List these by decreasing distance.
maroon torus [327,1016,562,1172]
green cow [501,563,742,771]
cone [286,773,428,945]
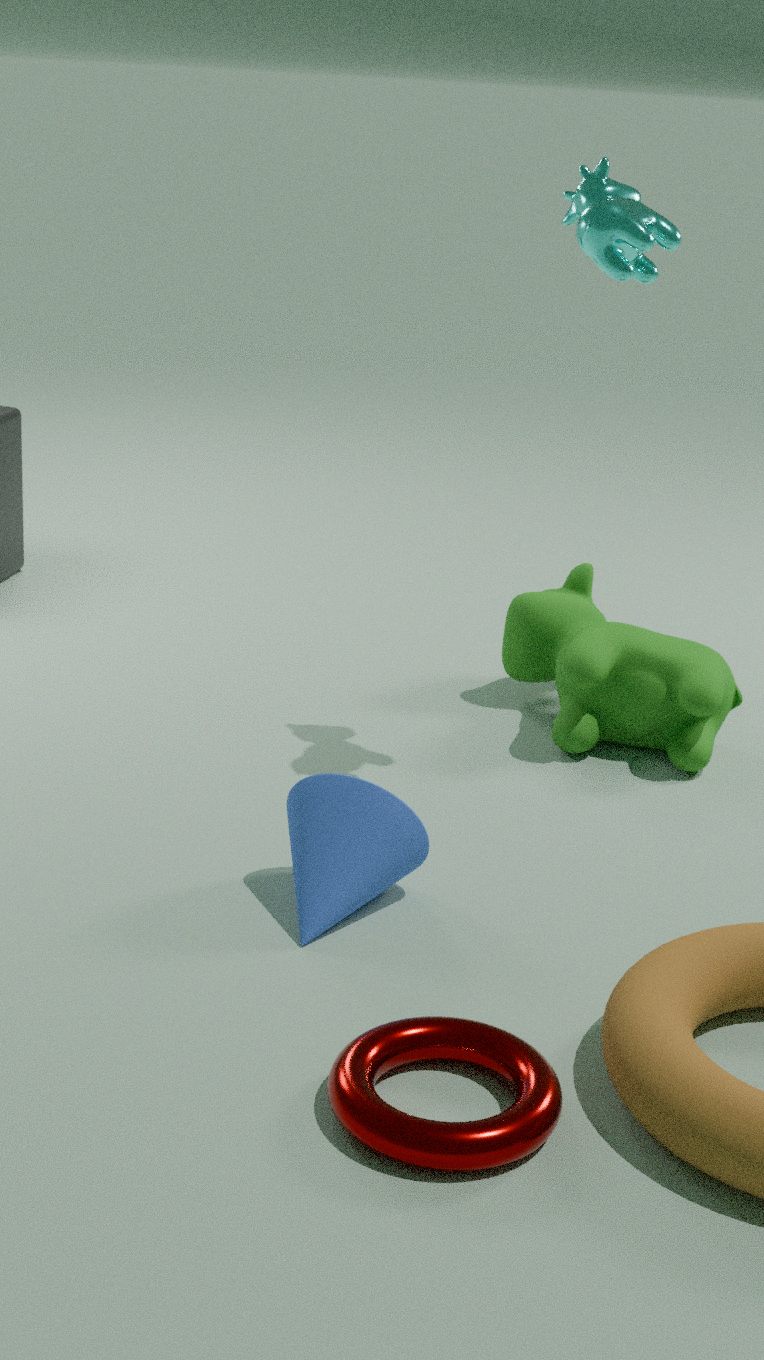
green cow [501,563,742,771] → cone [286,773,428,945] → maroon torus [327,1016,562,1172]
